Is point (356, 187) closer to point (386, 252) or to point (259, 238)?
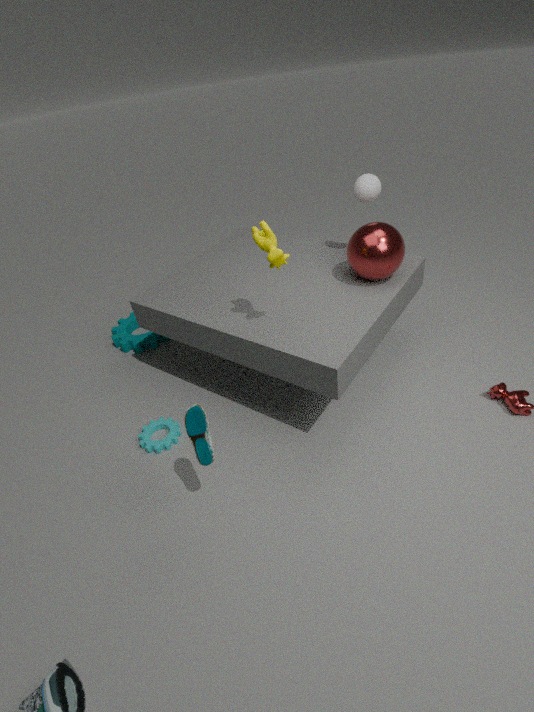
point (386, 252)
